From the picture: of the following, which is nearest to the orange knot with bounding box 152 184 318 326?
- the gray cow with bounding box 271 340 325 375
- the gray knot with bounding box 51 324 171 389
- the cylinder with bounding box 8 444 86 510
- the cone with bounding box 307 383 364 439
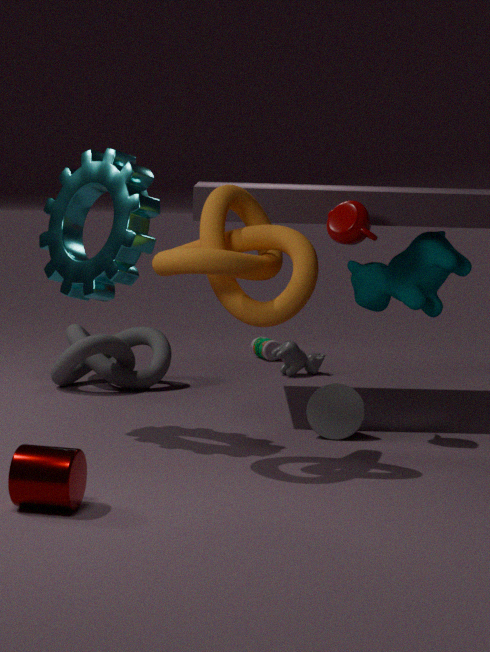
the cone with bounding box 307 383 364 439
